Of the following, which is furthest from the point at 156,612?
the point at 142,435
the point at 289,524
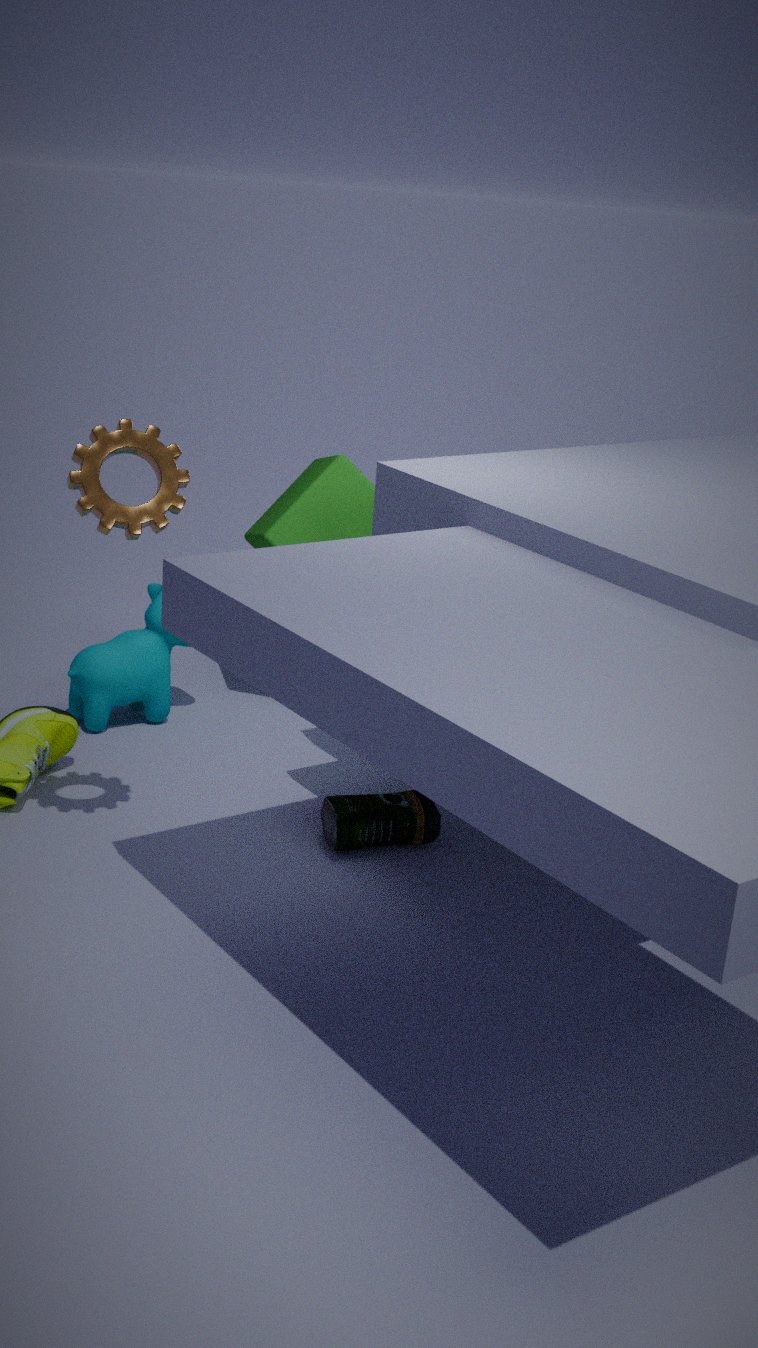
the point at 142,435
